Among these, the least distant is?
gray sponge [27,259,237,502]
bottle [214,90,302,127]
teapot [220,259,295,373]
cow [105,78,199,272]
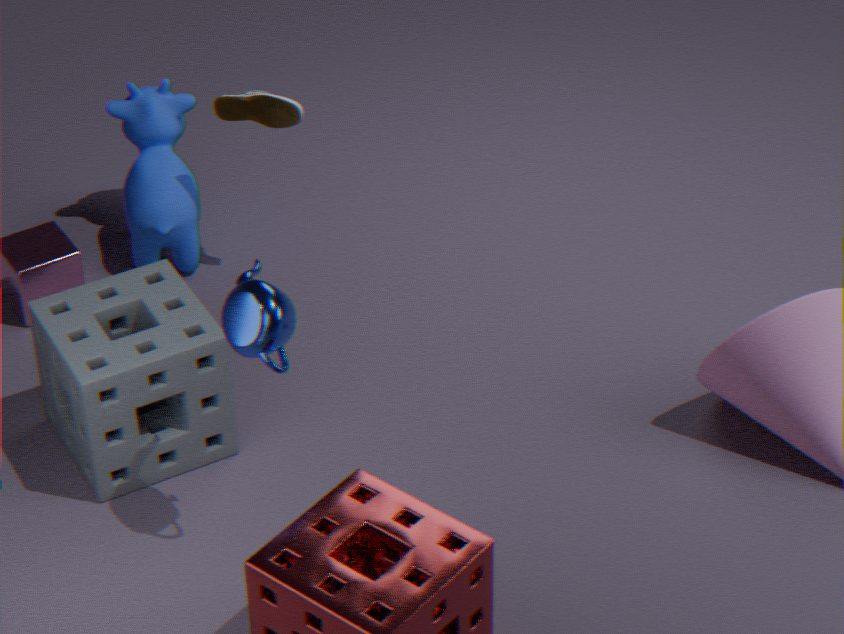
teapot [220,259,295,373]
